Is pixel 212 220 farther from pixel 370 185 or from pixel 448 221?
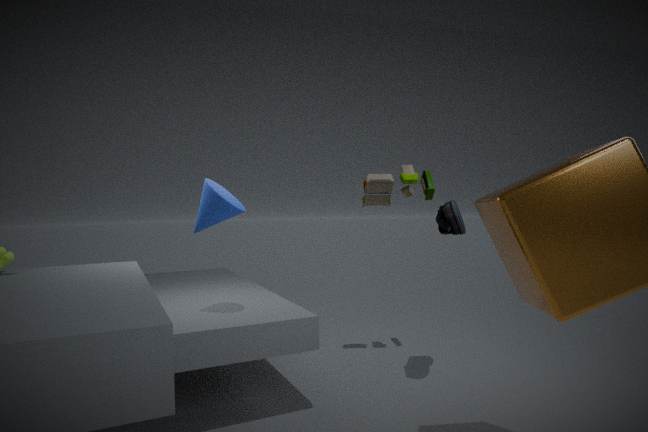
pixel 448 221
